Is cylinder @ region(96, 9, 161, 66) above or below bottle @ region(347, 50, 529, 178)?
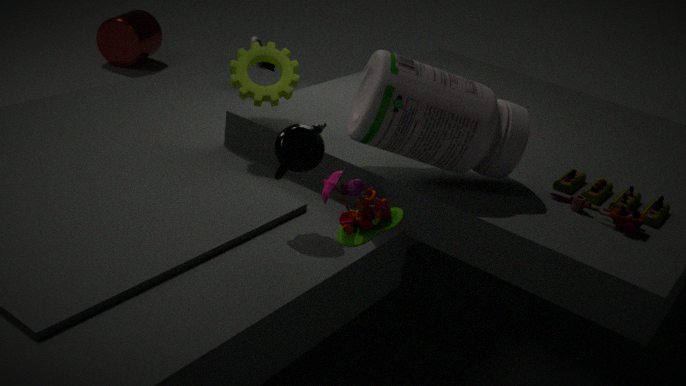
below
